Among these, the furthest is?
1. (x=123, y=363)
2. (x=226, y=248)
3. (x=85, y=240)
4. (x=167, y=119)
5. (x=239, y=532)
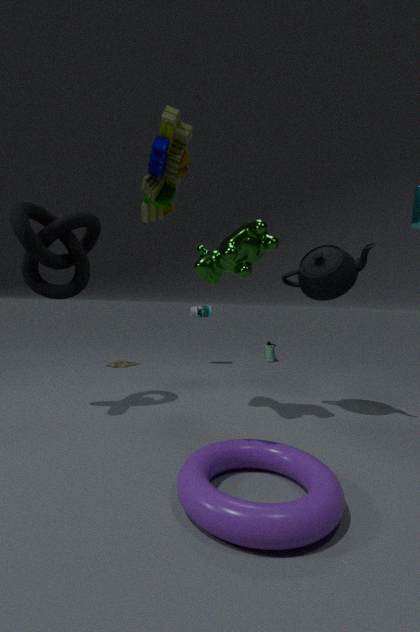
(x=123, y=363)
